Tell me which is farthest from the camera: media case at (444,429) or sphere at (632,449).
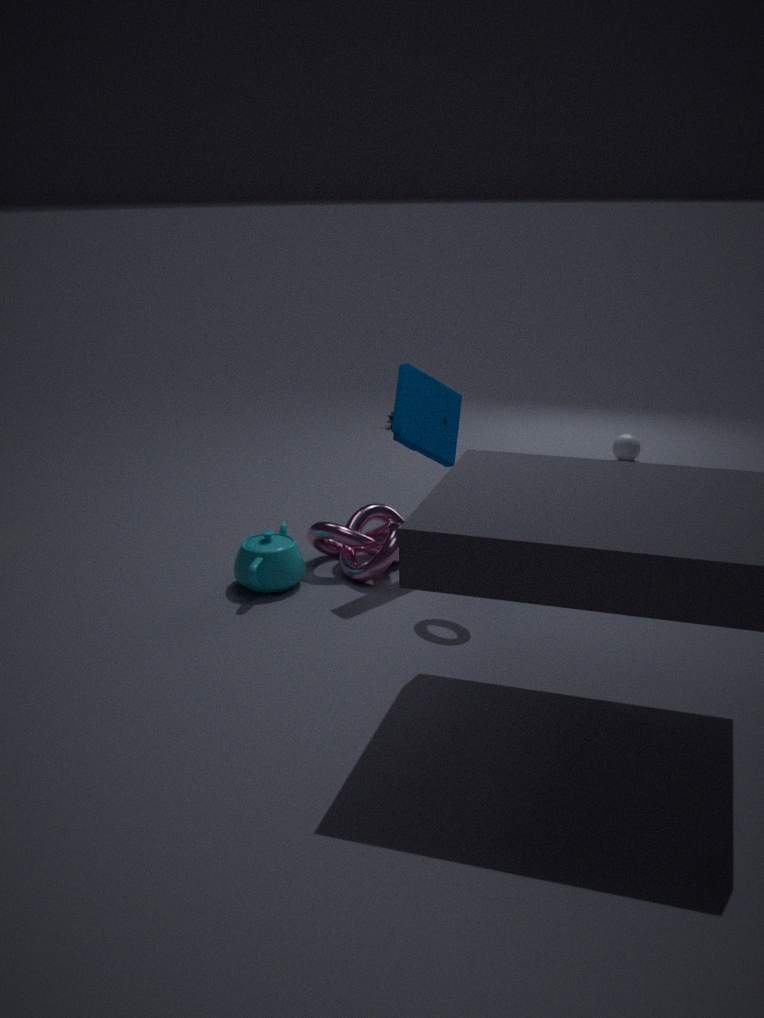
sphere at (632,449)
